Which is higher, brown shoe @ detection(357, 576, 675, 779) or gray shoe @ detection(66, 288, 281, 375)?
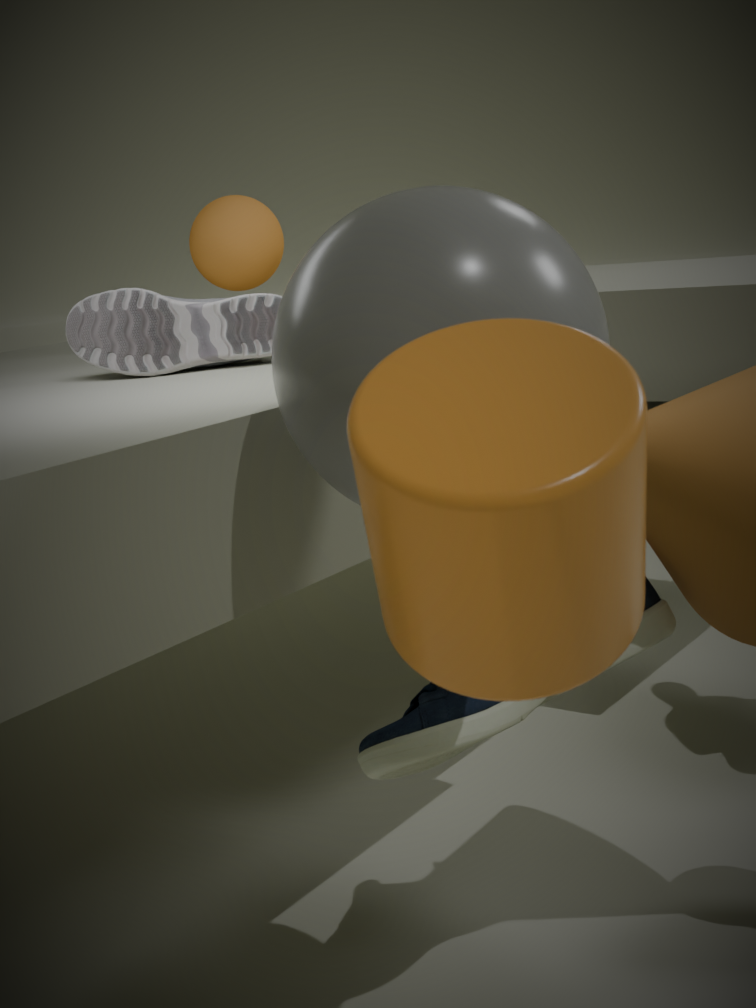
gray shoe @ detection(66, 288, 281, 375)
